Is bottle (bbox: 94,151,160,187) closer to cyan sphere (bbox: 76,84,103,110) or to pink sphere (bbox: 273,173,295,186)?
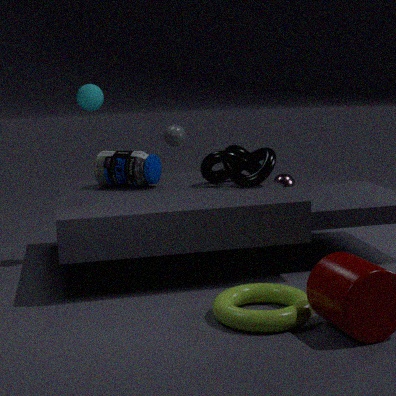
cyan sphere (bbox: 76,84,103,110)
